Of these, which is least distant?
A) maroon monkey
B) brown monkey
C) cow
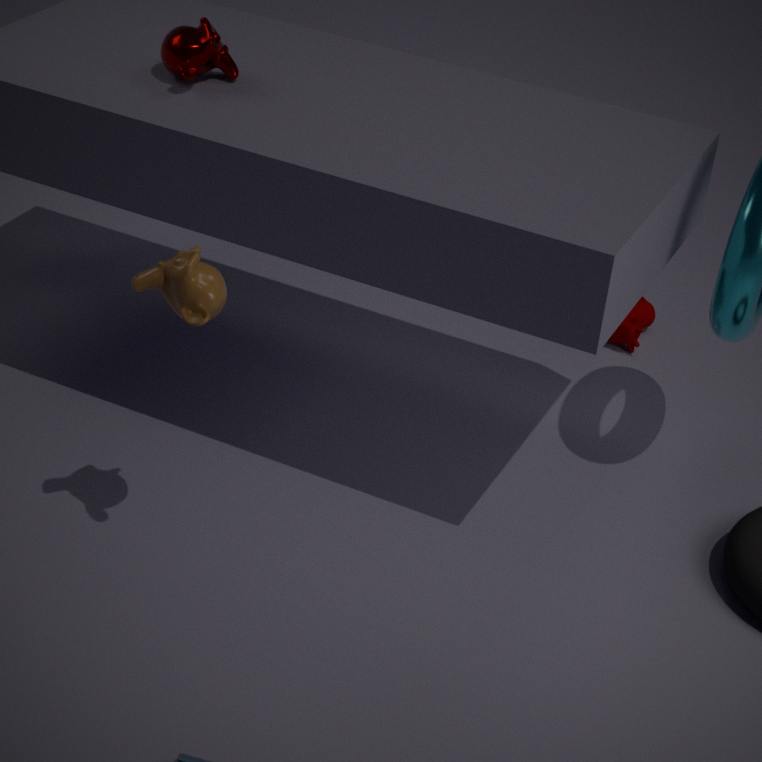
brown monkey
